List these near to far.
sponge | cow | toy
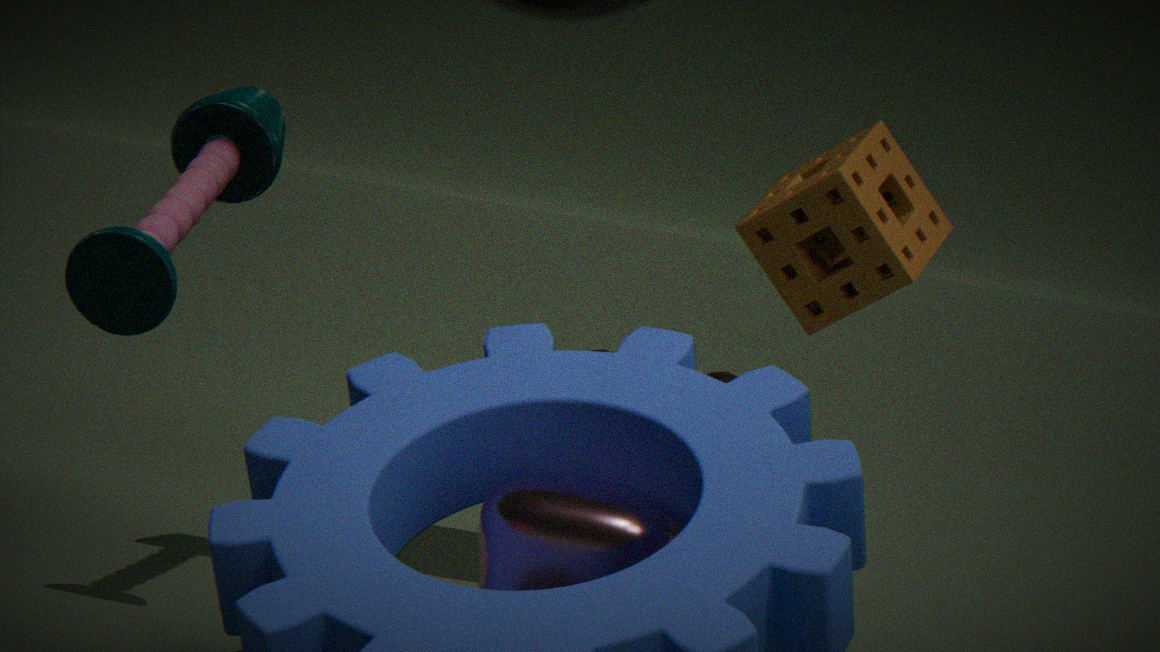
1. cow
2. toy
3. sponge
